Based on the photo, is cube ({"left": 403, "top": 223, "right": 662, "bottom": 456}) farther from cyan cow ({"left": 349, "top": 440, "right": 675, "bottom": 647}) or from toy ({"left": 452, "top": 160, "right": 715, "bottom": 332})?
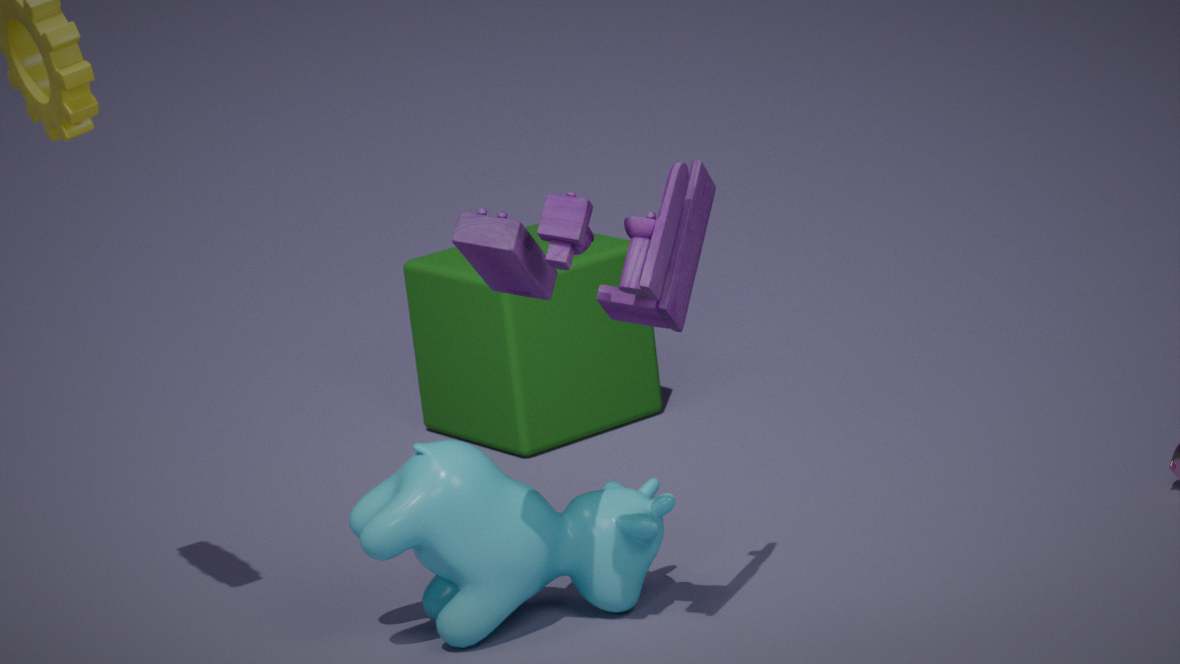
toy ({"left": 452, "top": 160, "right": 715, "bottom": 332})
